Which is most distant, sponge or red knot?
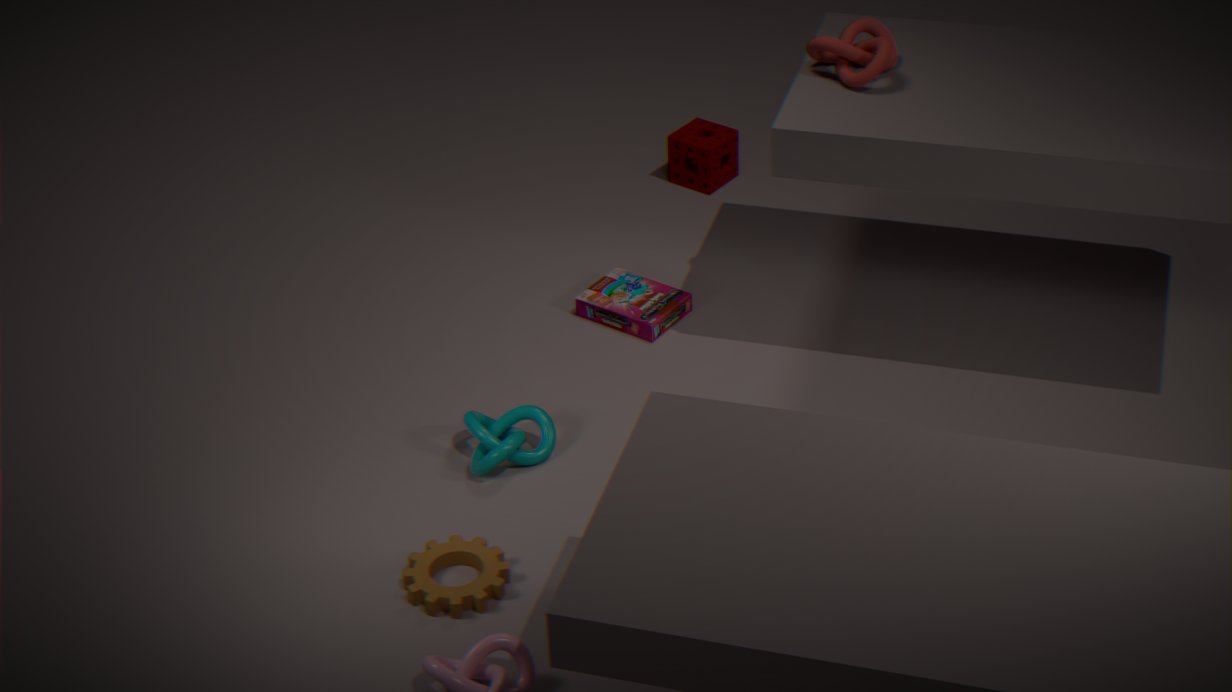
sponge
